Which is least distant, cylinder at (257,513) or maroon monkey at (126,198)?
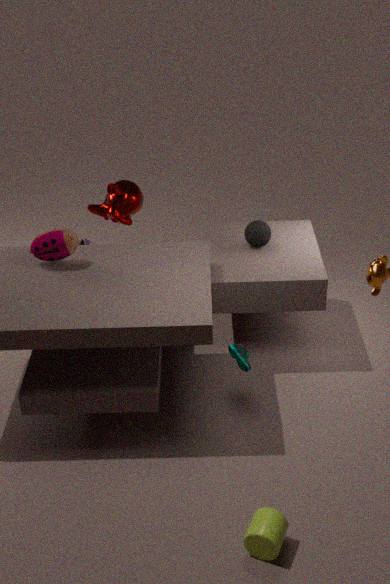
cylinder at (257,513)
